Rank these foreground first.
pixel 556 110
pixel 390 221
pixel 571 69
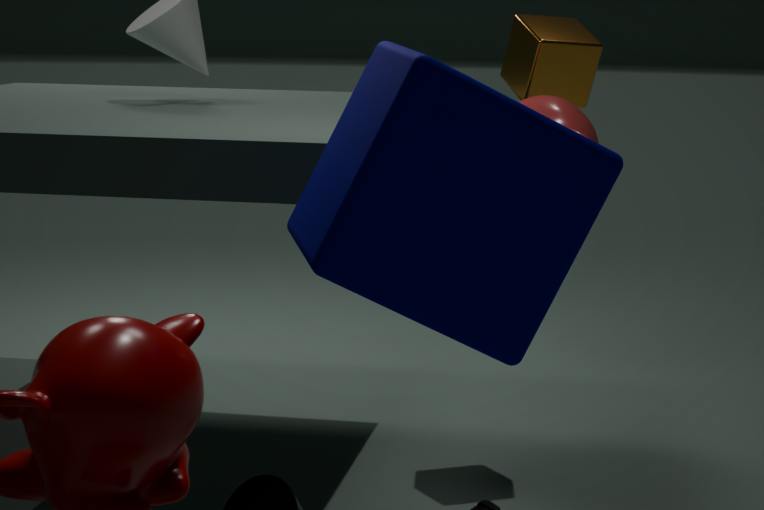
pixel 390 221, pixel 556 110, pixel 571 69
